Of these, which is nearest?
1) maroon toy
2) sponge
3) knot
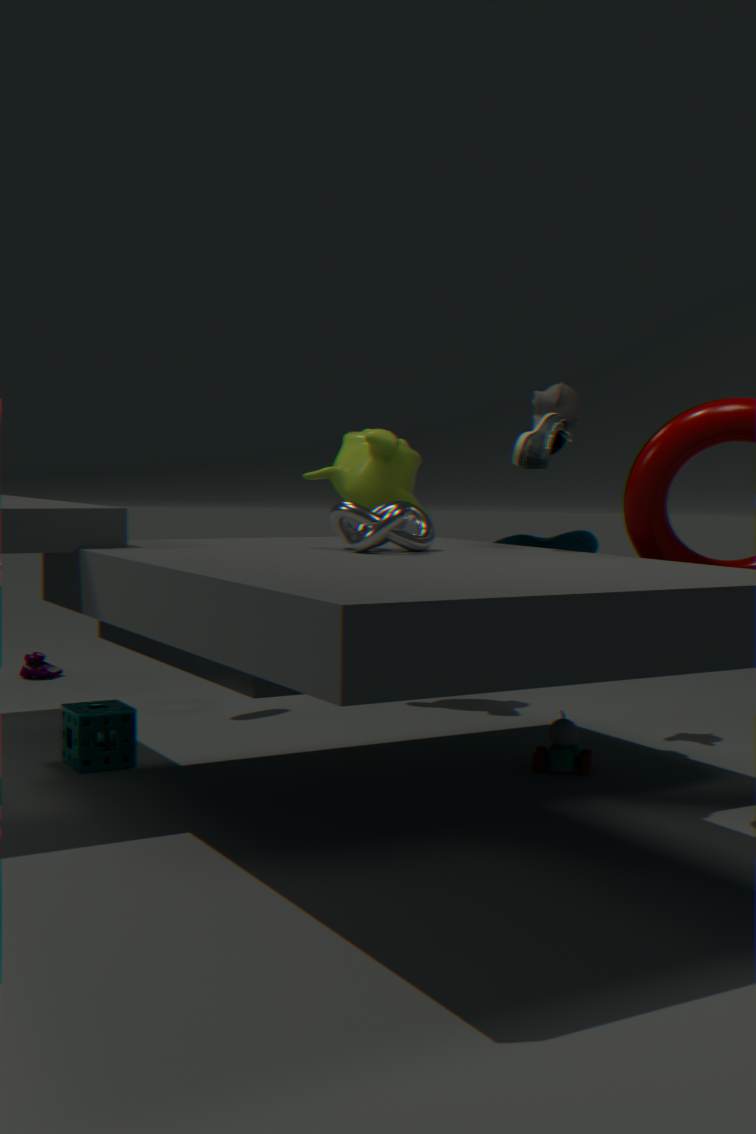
3. knot
